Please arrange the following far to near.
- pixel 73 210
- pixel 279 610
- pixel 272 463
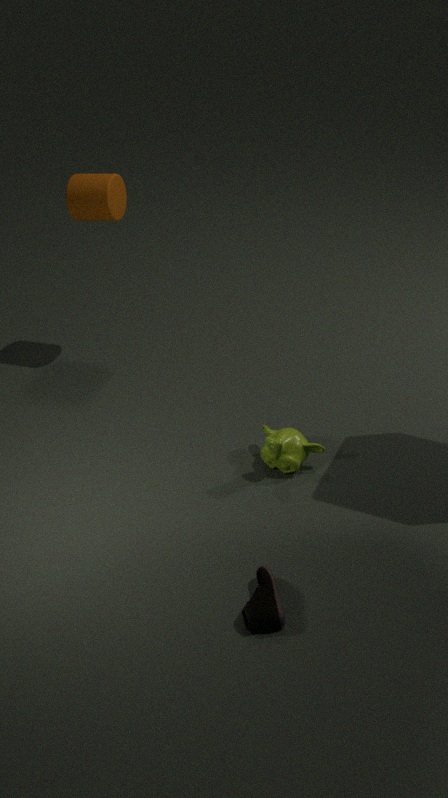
pixel 73 210 → pixel 272 463 → pixel 279 610
